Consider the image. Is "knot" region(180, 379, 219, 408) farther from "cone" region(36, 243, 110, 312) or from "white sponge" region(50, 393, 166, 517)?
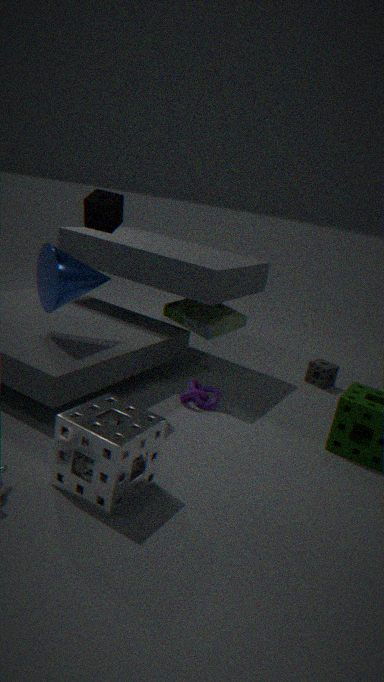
"cone" region(36, 243, 110, 312)
